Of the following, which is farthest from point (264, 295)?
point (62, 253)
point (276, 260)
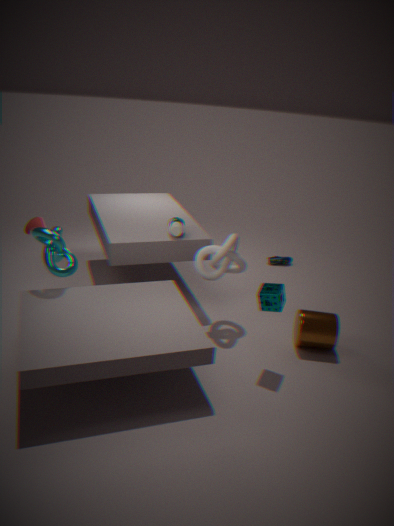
point (276, 260)
